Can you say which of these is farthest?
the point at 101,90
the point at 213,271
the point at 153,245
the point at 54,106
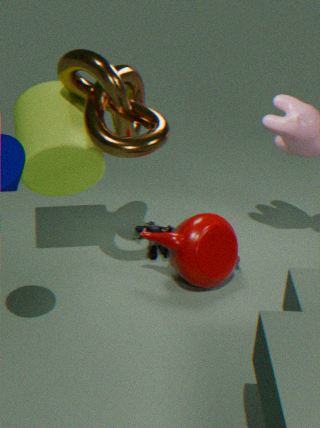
the point at 153,245
